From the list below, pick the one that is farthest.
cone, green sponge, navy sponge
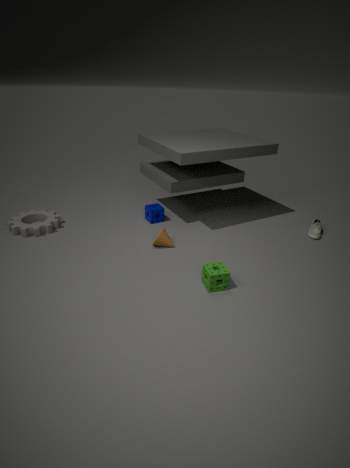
navy sponge
